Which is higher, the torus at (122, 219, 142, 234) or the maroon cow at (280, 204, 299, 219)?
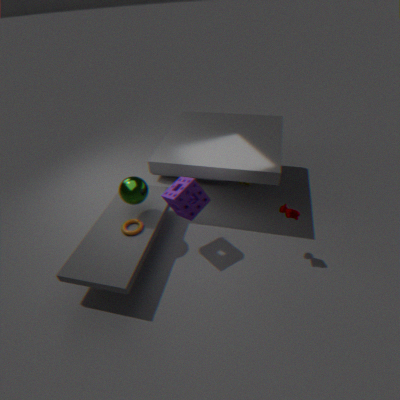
the maroon cow at (280, 204, 299, 219)
